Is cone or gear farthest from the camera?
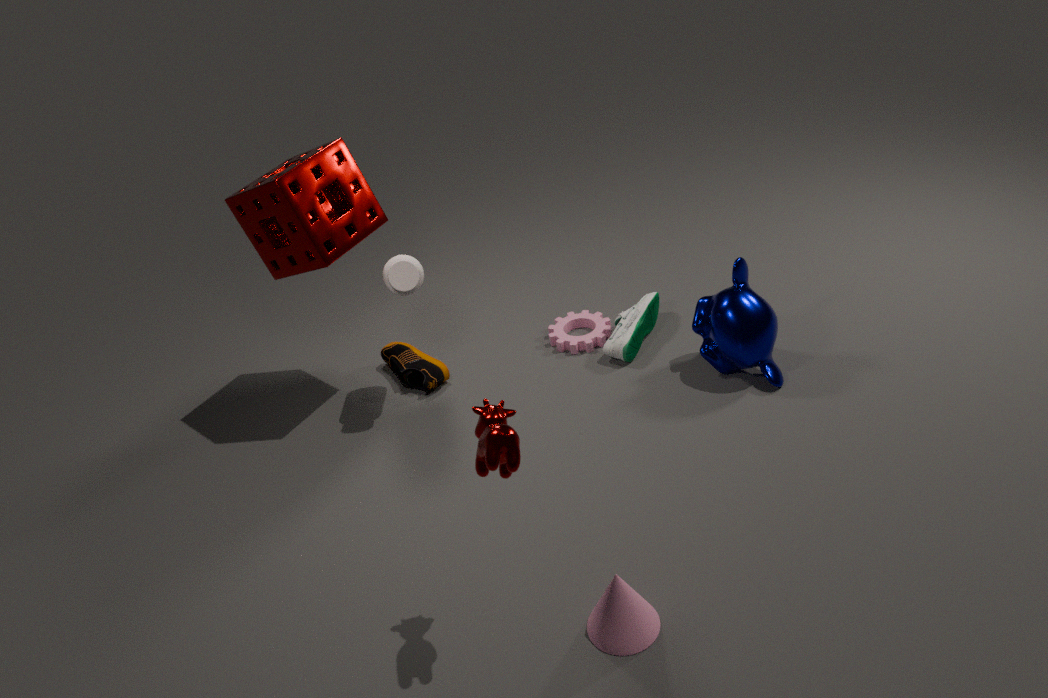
gear
